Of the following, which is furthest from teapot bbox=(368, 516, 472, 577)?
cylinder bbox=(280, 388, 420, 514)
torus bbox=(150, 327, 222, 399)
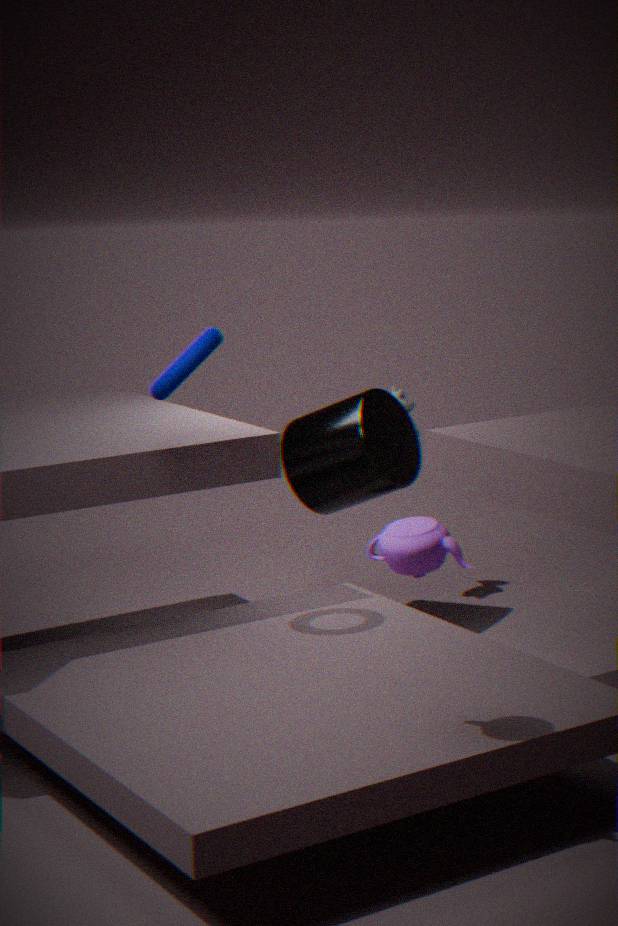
cylinder bbox=(280, 388, 420, 514)
